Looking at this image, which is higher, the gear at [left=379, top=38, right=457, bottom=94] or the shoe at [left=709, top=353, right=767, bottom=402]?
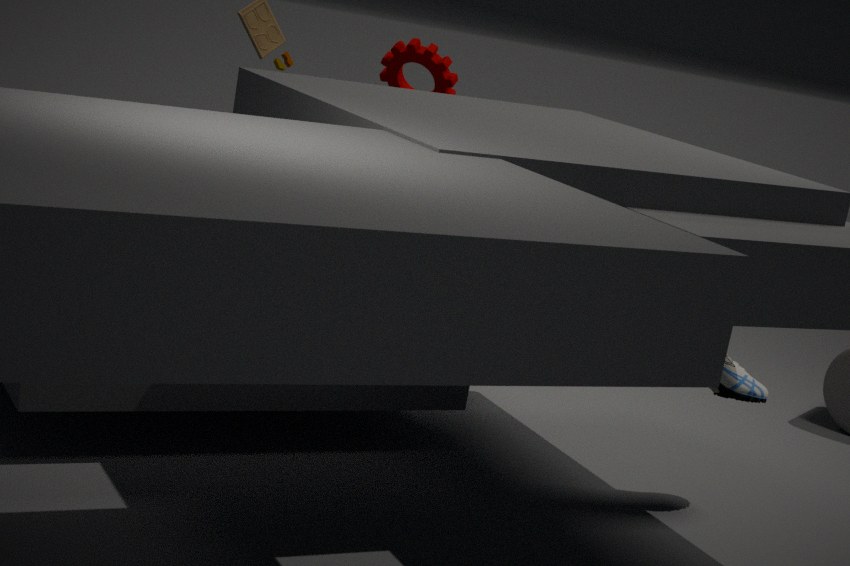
the gear at [left=379, top=38, right=457, bottom=94]
